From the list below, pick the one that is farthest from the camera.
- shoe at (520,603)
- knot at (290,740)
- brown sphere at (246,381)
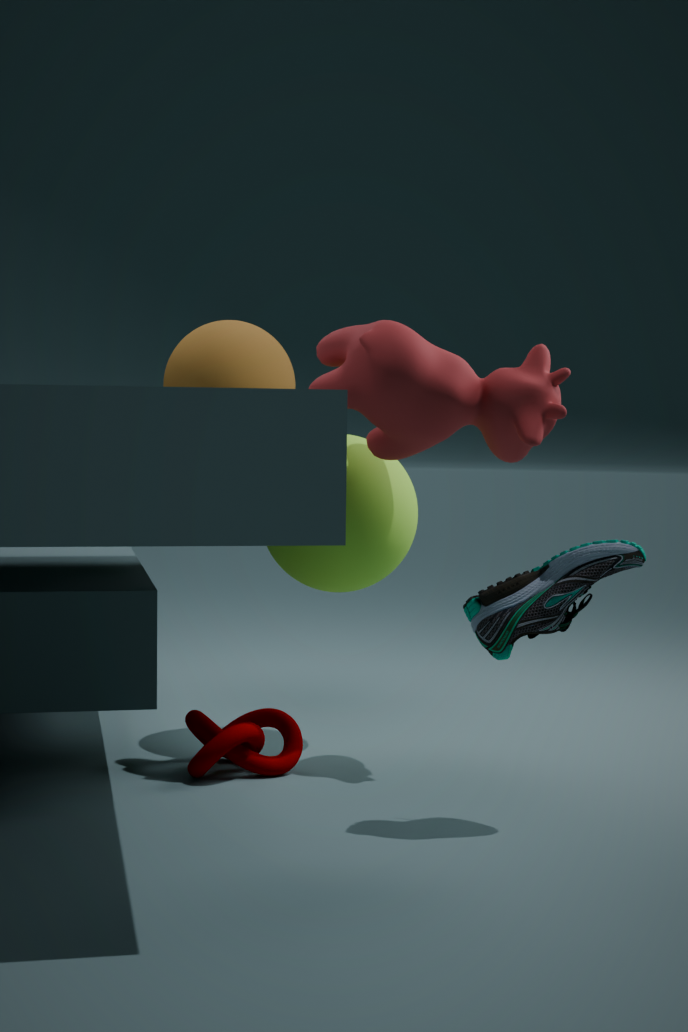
brown sphere at (246,381)
